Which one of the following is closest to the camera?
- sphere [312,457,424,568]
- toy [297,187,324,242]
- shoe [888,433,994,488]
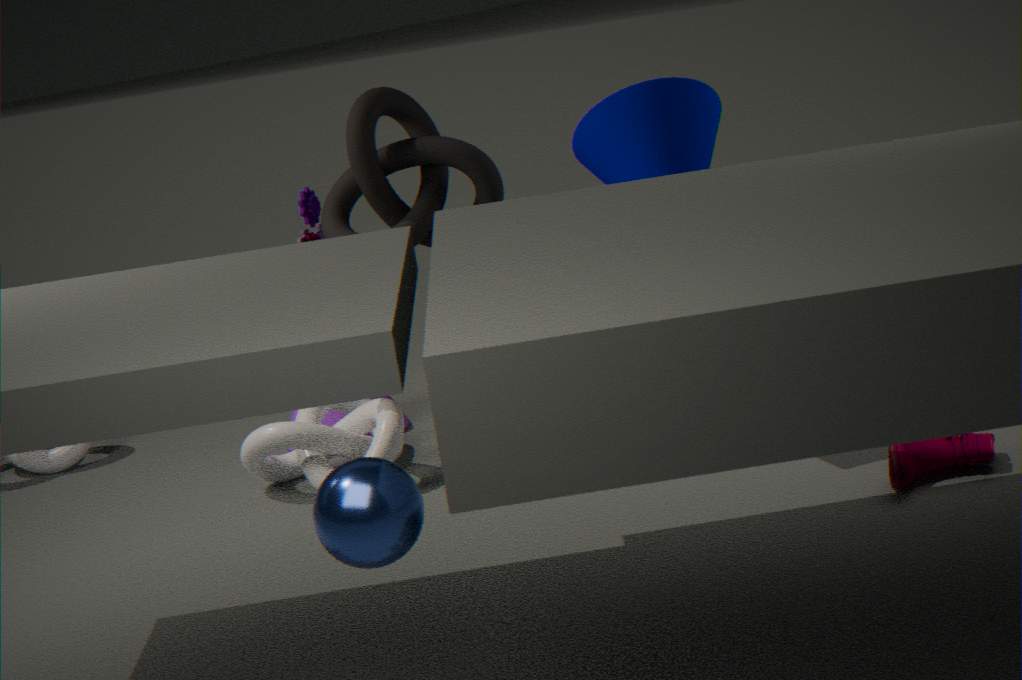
sphere [312,457,424,568]
